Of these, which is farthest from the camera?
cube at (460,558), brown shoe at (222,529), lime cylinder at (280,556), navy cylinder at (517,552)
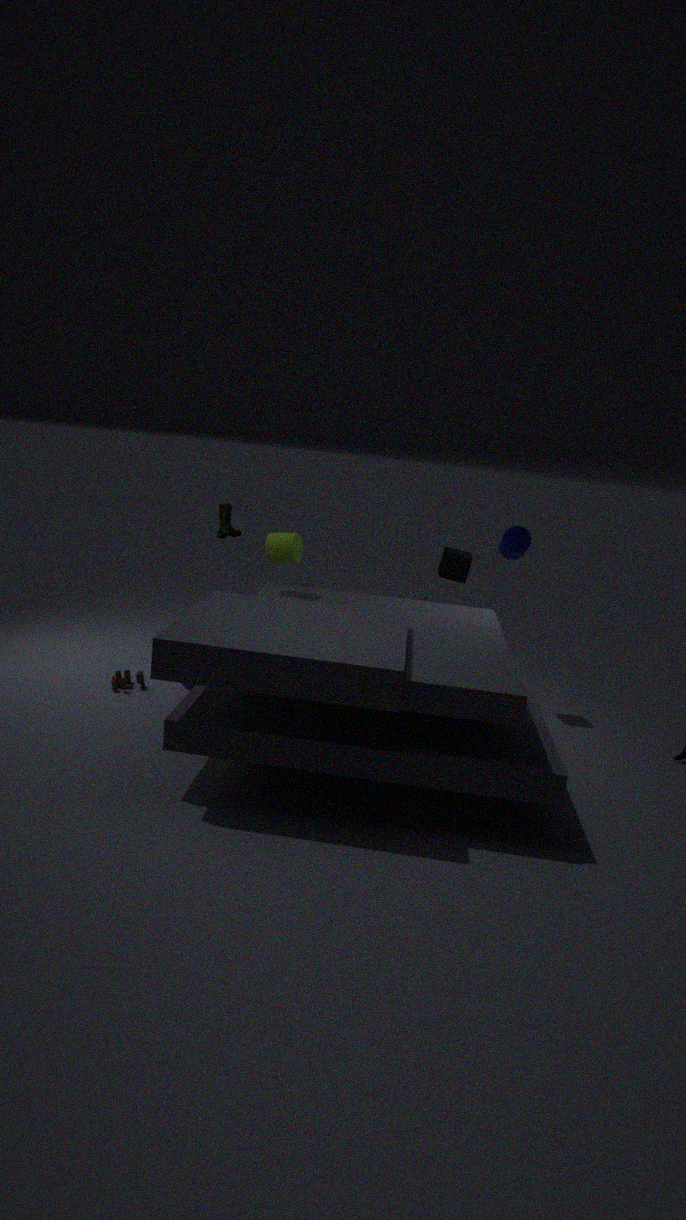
cube at (460,558)
